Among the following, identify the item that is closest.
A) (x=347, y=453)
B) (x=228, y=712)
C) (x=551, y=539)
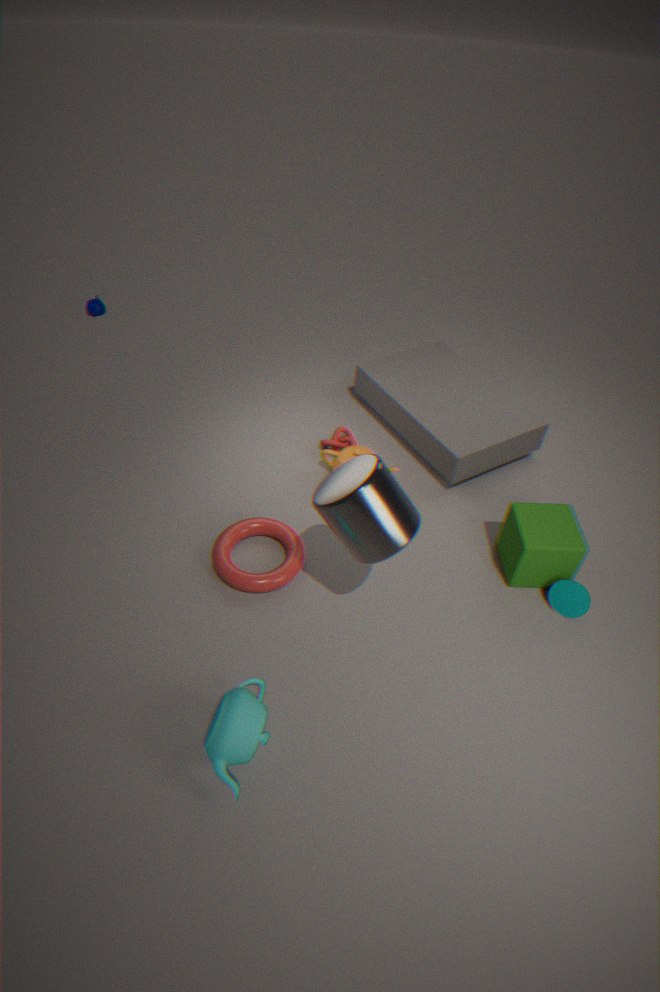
(x=228, y=712)
